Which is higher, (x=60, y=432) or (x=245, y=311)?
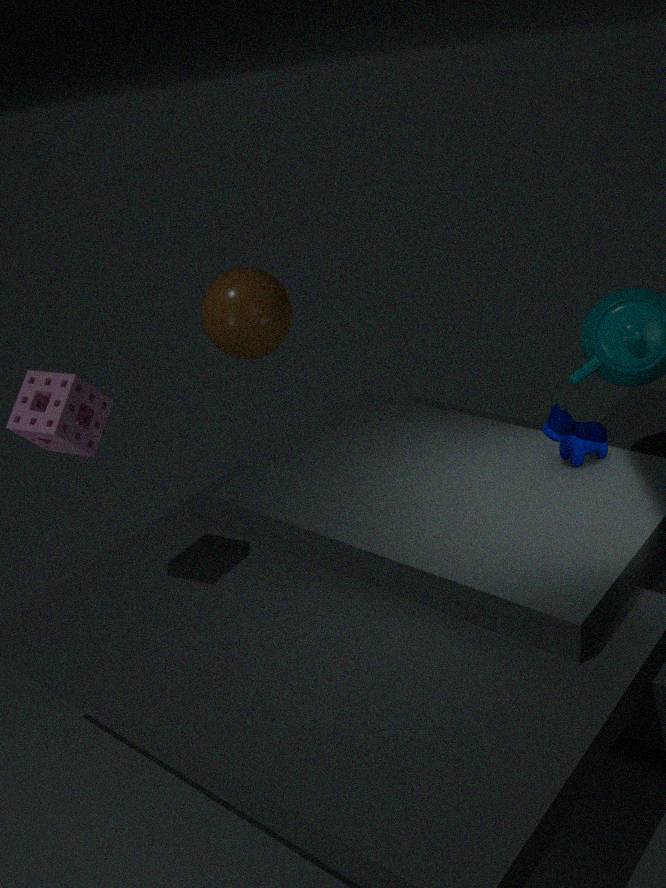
(x=60, y=432)
